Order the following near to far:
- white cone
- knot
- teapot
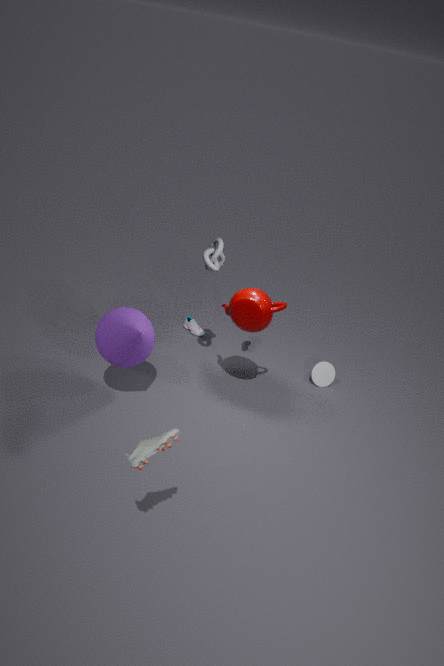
teapot < knot < white cone
